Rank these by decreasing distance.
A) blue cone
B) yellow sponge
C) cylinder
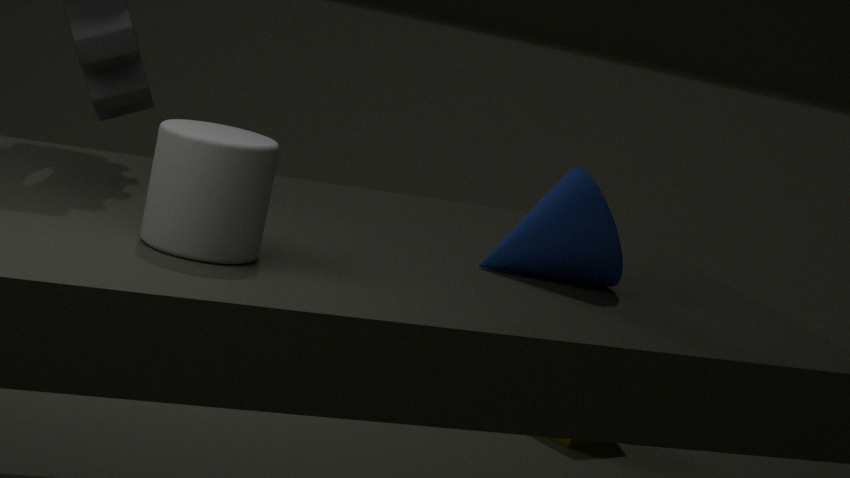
yellow sponge, blue cone, cylinder
